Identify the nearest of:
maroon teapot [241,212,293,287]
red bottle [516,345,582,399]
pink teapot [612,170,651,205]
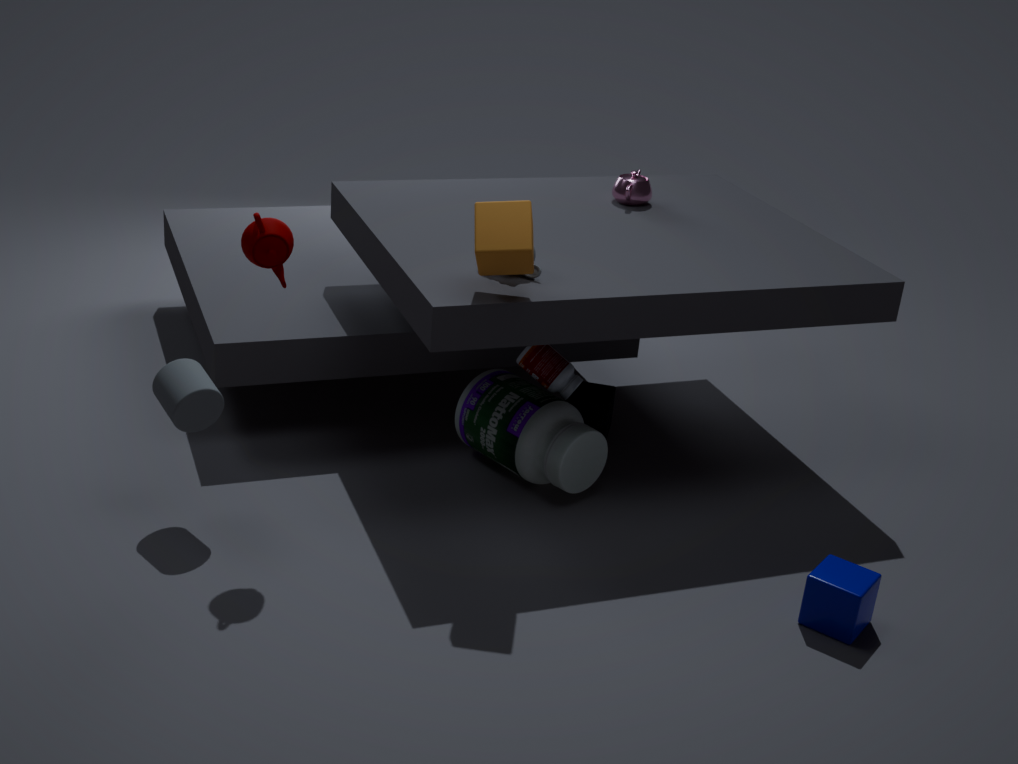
maroon teapot [241,212,293,287]
